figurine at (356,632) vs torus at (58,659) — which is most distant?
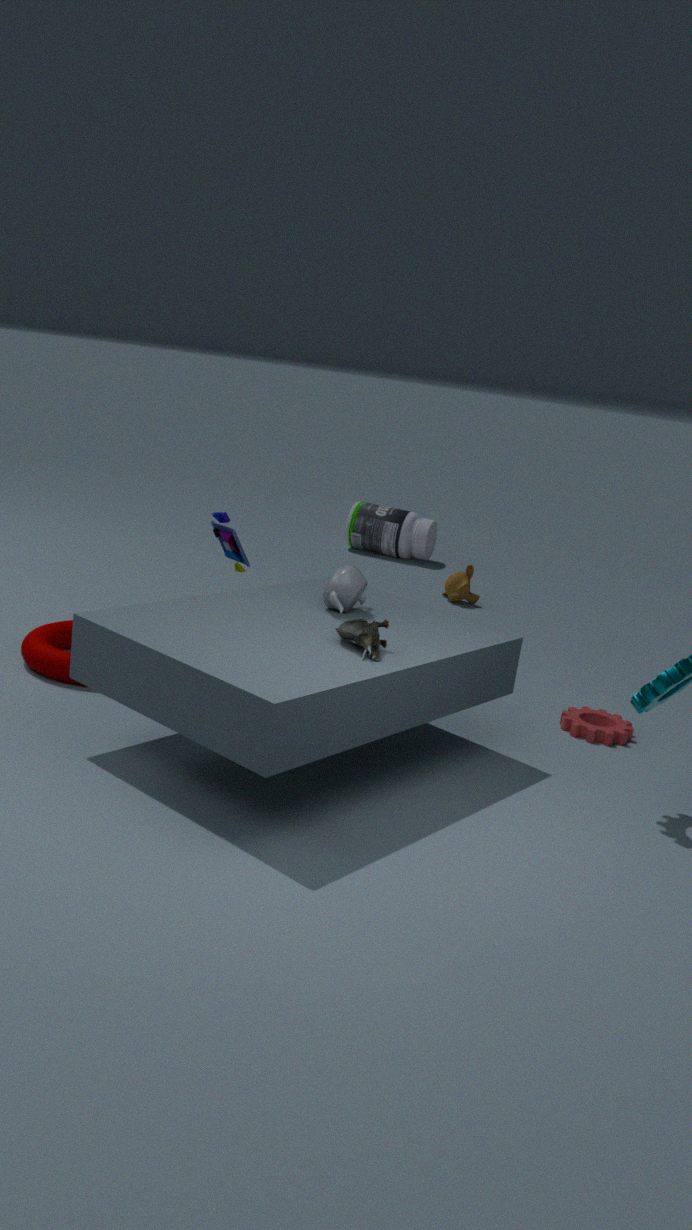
torus at (58,659)
